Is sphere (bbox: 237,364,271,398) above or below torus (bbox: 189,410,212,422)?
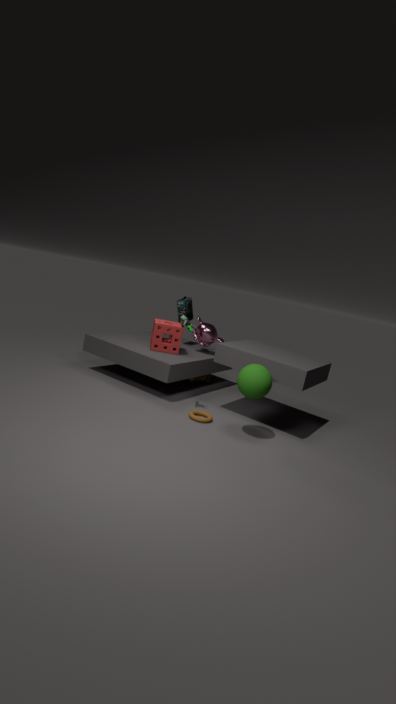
→ above
